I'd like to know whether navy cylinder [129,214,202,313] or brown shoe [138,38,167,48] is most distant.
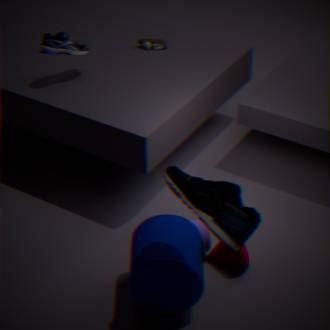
brown shoe [138,38,167,48]
